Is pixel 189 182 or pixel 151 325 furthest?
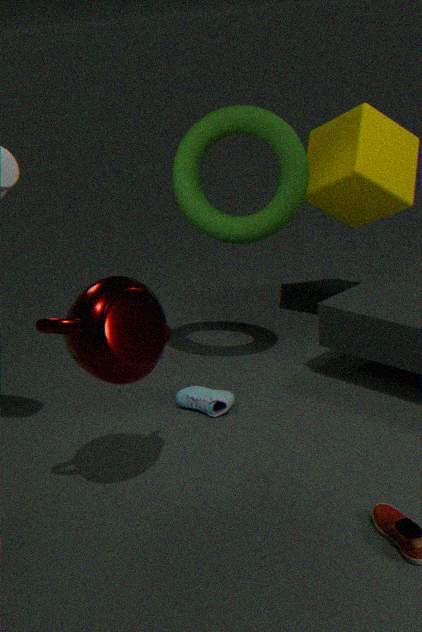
pixel 189 182
